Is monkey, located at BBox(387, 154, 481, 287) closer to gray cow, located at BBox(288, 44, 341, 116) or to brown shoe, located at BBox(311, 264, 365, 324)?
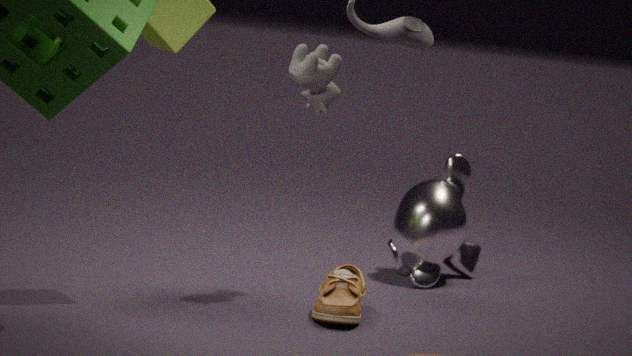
brown shoe, located at BBox(311, 264, 365, 324)
